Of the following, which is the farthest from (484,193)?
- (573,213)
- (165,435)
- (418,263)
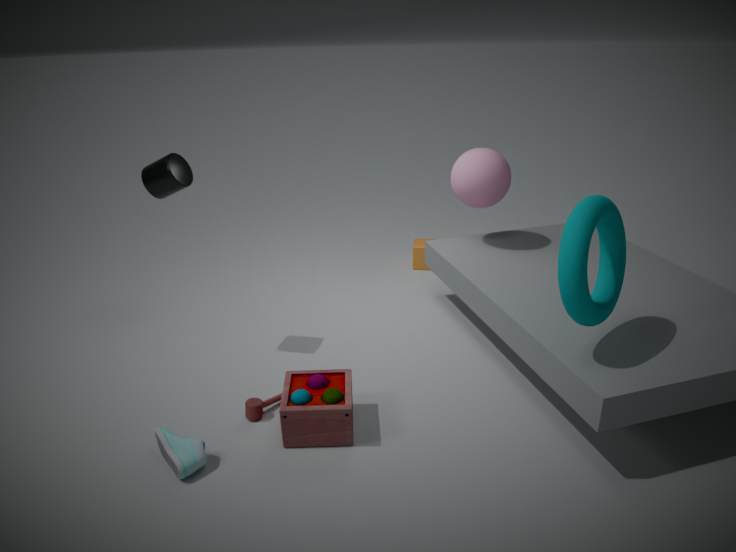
(165,435)
